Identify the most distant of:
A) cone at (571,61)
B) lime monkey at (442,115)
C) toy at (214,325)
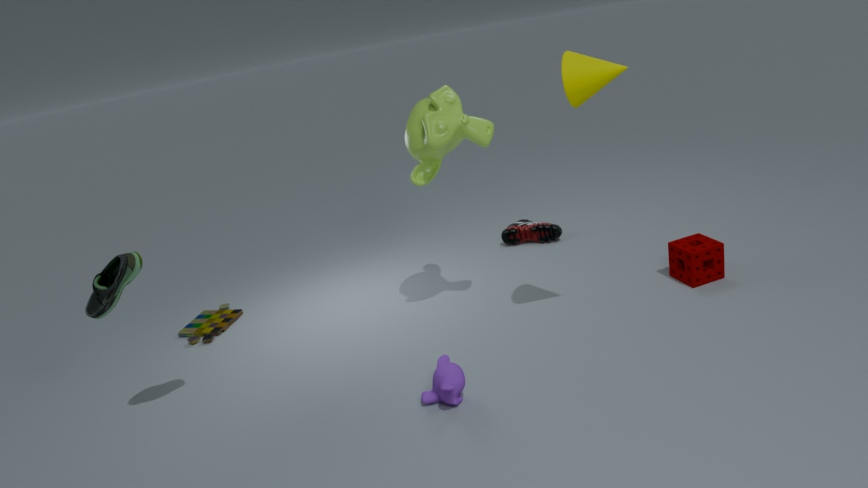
toy at (214,325)
